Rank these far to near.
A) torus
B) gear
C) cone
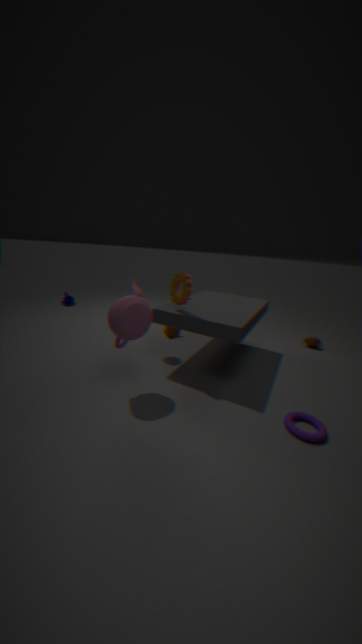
cone
gear
torus
